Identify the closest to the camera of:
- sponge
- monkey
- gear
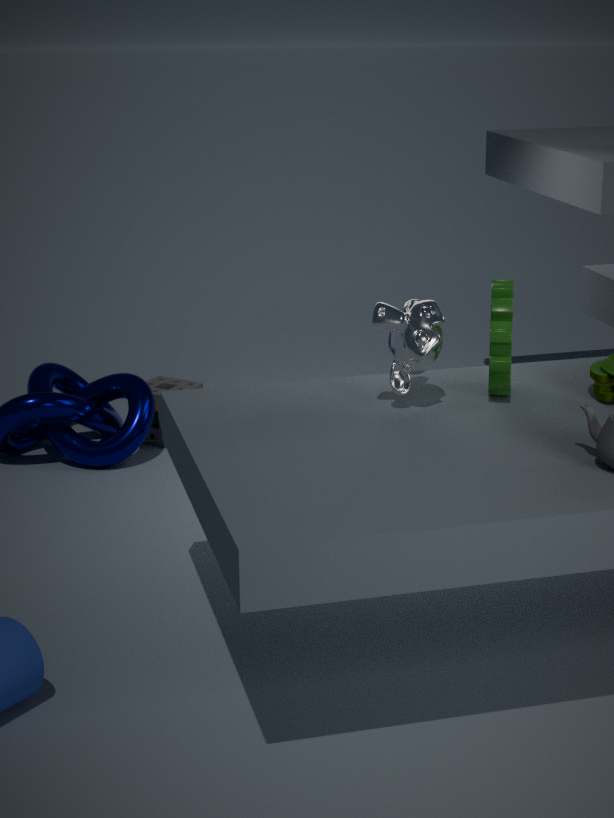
monkey
